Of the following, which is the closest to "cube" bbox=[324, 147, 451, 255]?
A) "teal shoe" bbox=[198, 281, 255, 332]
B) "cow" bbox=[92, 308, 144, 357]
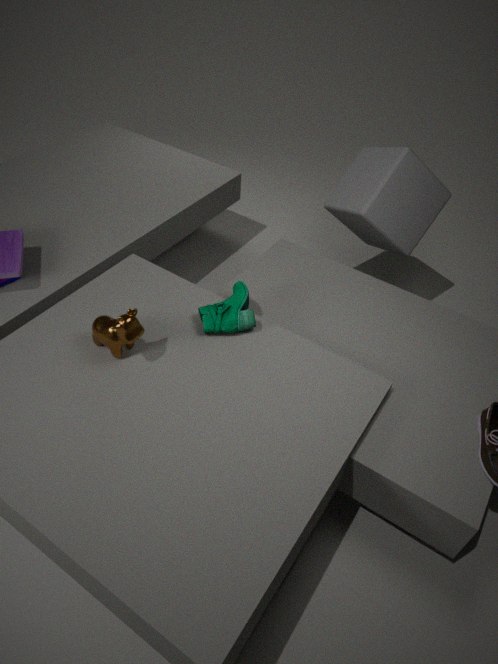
"teal shoe" bbox=[198, 281, 255, 332]
